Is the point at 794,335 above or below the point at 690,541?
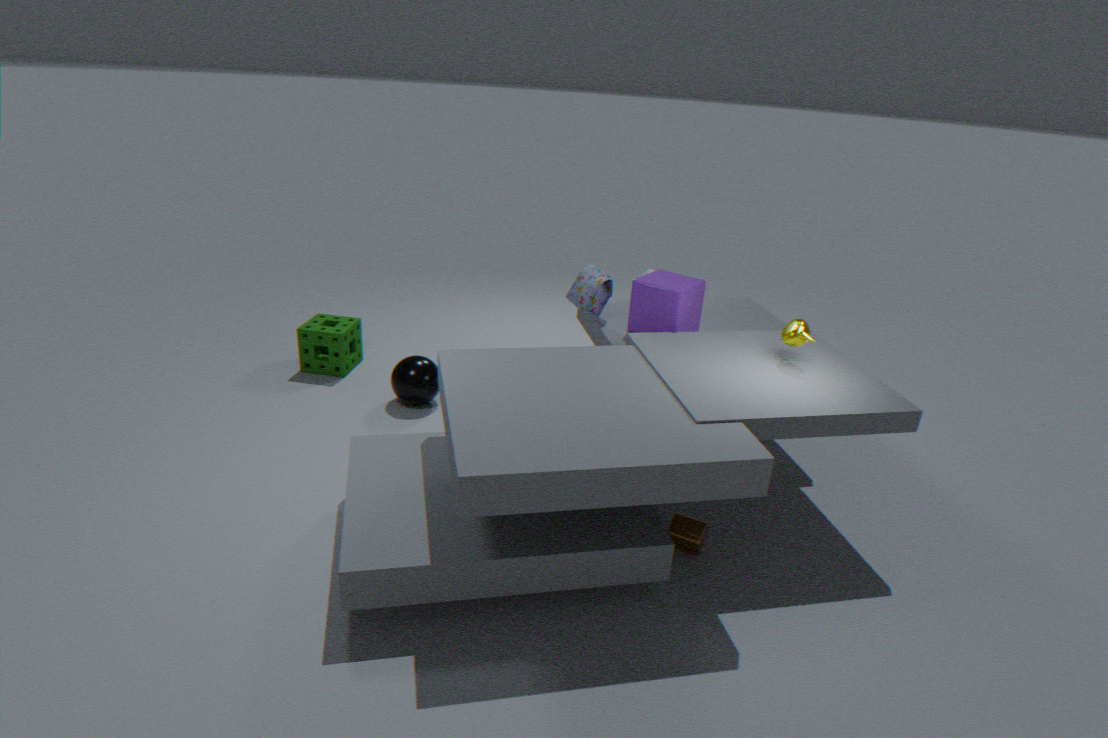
above
